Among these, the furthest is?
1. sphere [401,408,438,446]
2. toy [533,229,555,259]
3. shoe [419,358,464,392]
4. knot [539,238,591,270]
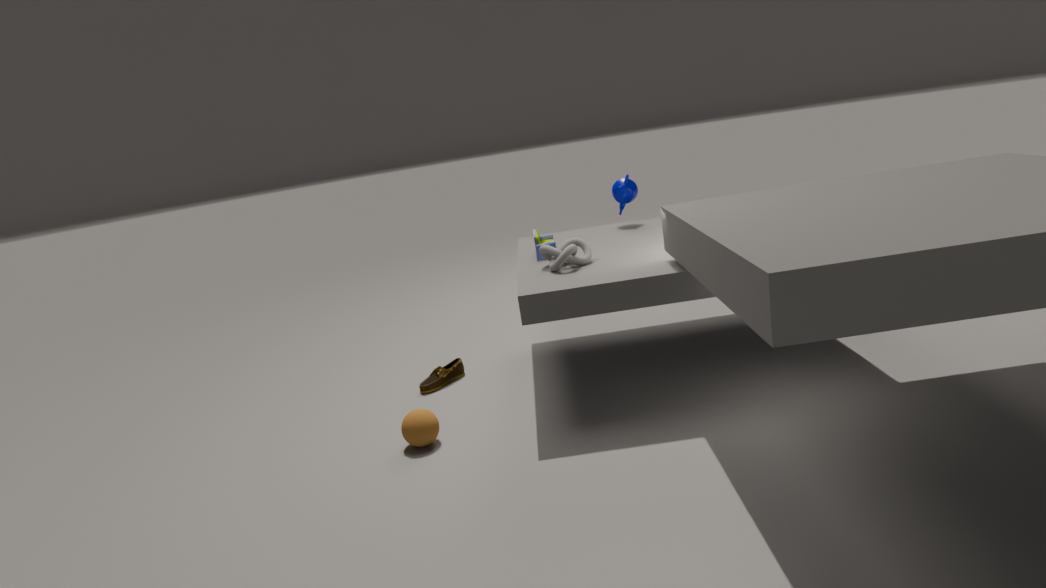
shoe [419,358,464,392]
